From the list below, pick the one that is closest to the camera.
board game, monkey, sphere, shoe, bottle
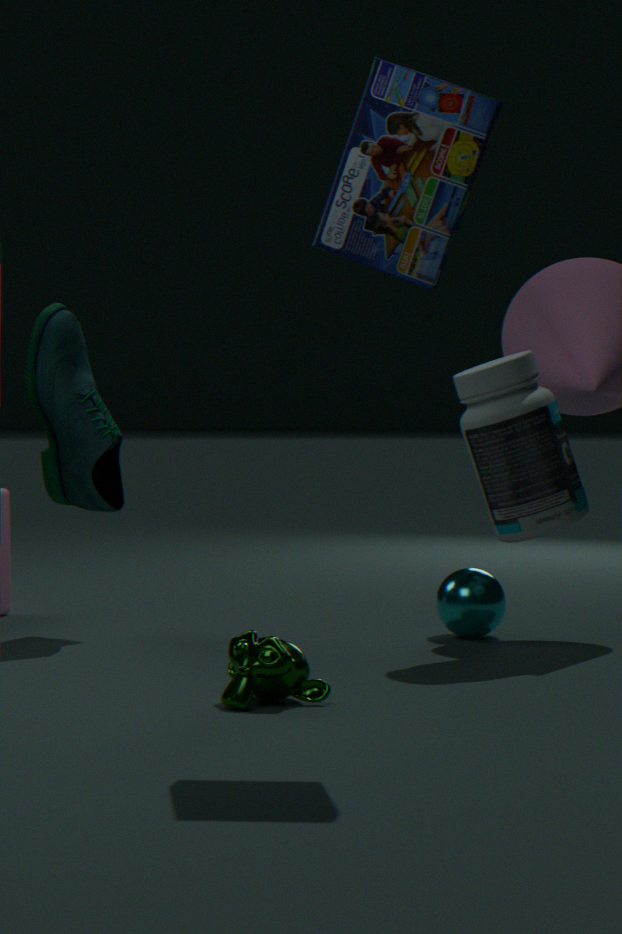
board game
